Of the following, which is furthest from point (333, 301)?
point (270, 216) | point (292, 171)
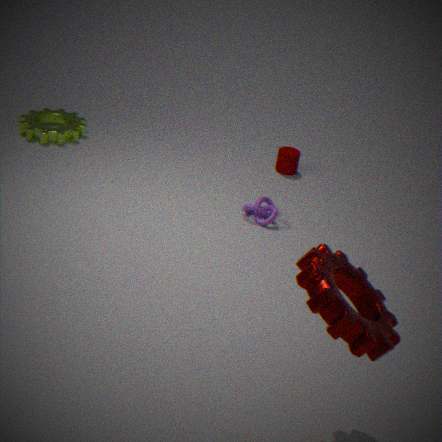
point (292, 171)
